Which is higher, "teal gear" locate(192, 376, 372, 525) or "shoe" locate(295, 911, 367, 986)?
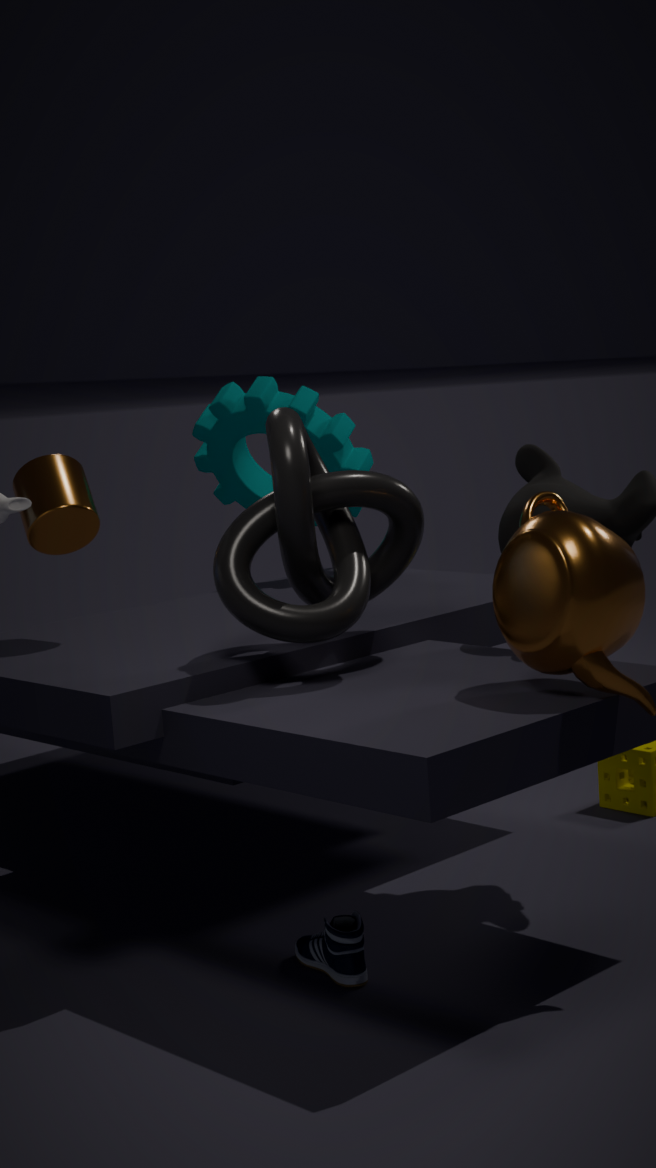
"teal gear" locate(192, 376, 372, 525)
